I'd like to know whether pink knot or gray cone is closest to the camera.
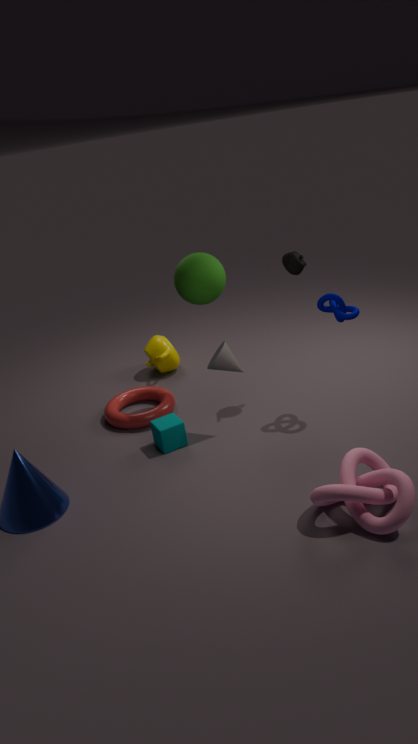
pink knot
